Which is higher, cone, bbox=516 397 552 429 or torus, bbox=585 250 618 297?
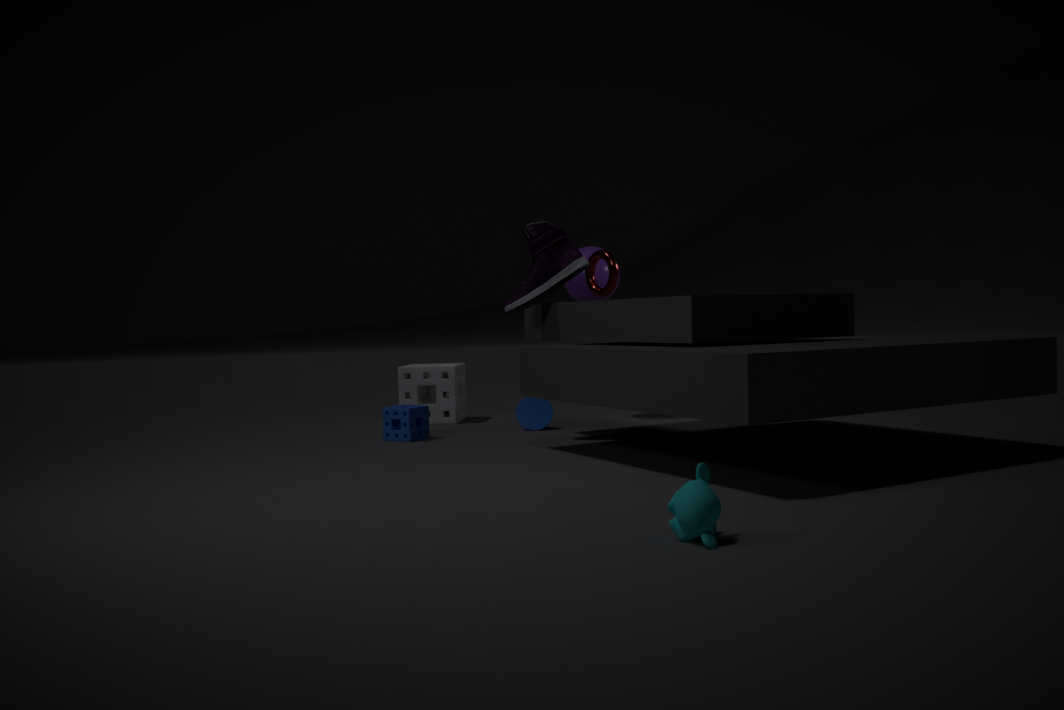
torus, bbox=585 250 618 297
